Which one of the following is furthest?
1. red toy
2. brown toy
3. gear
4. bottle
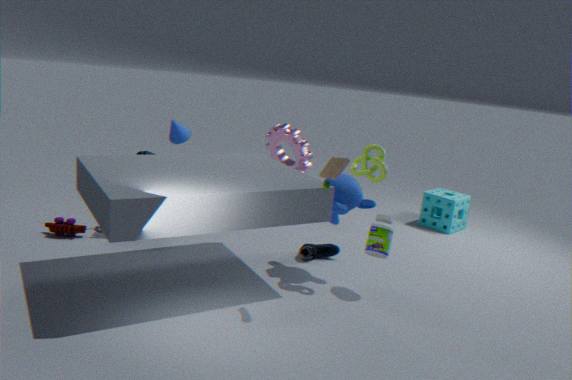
gear
